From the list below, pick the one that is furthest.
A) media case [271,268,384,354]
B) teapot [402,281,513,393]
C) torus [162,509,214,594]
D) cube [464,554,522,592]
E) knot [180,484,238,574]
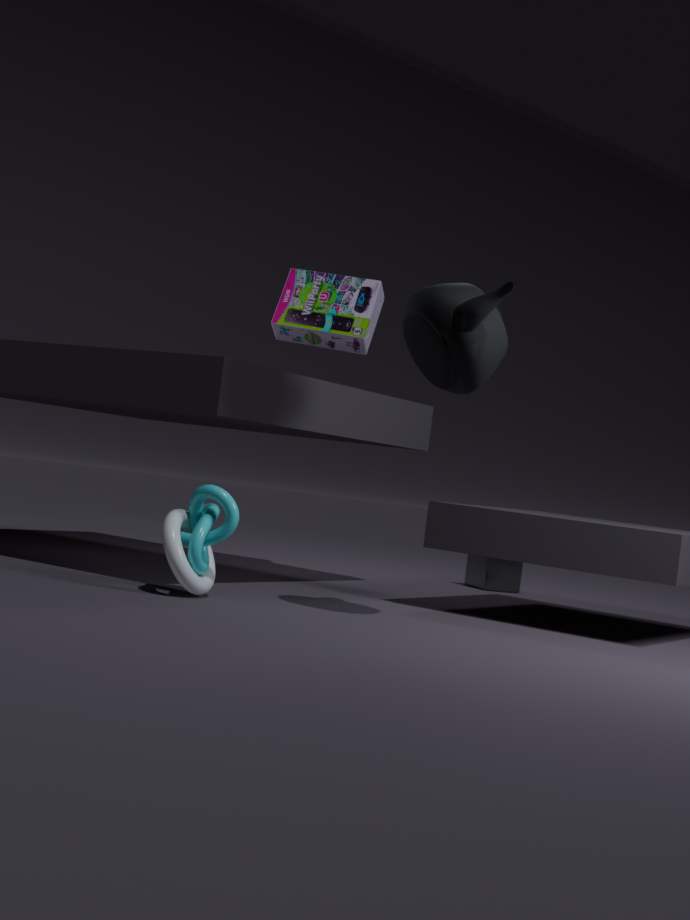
cube [464,554,522,592]
